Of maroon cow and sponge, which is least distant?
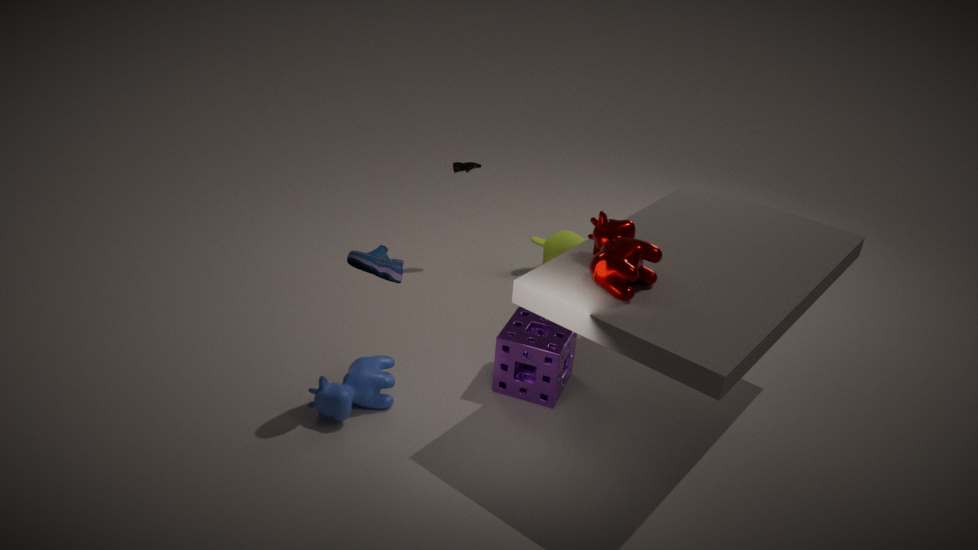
maroon cow
